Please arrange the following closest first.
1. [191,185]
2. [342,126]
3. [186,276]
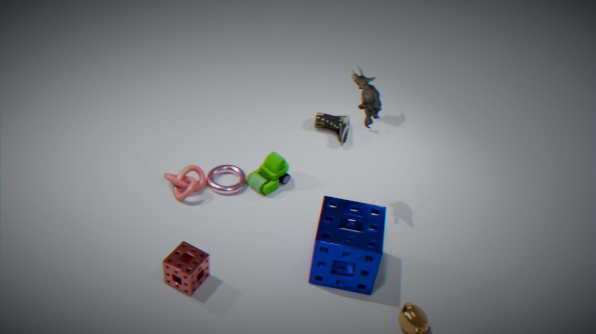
[186,276] → [191,185] → [342,126]
